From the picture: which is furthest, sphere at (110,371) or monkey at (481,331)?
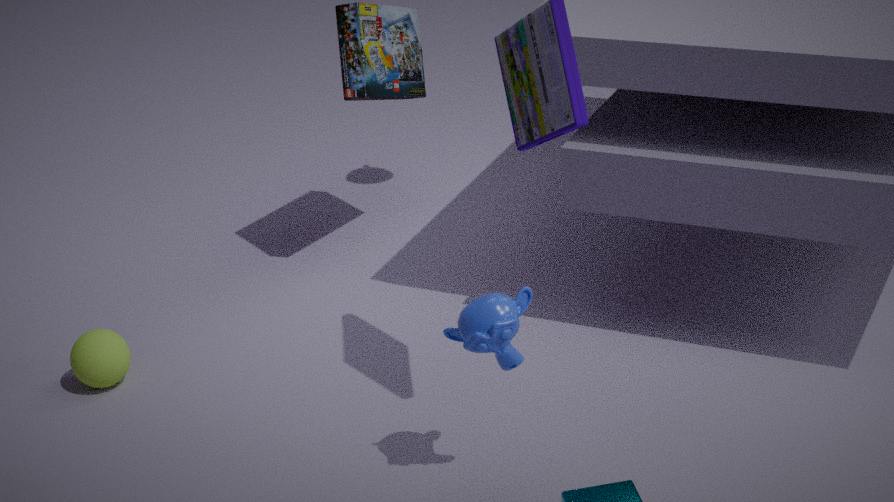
sphere at (110,371)
